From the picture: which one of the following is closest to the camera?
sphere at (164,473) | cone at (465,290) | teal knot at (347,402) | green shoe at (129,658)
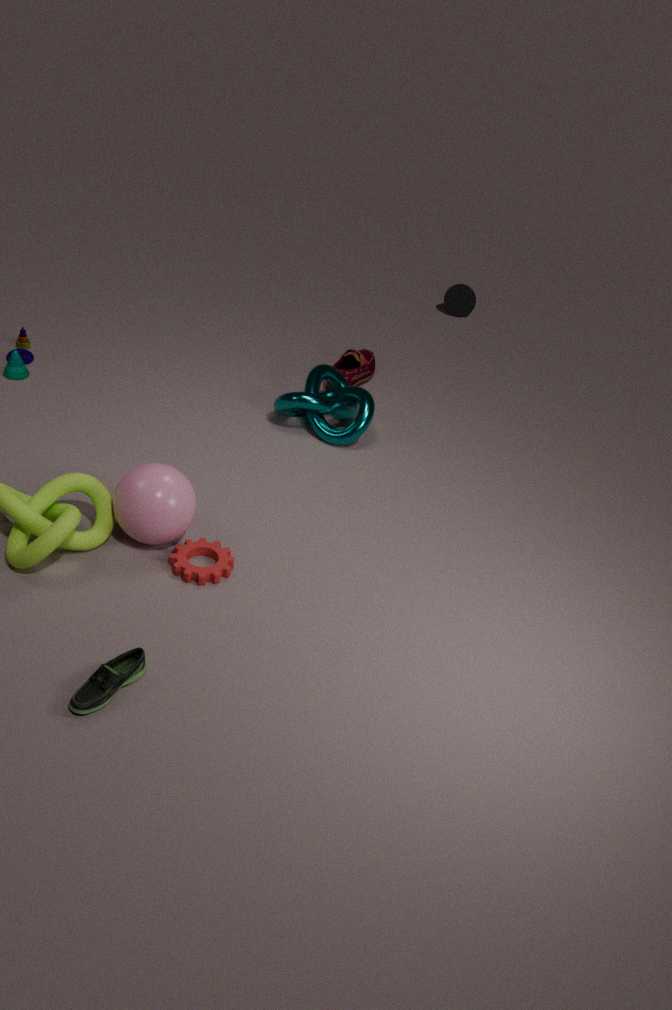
green shoe at (129,658)
